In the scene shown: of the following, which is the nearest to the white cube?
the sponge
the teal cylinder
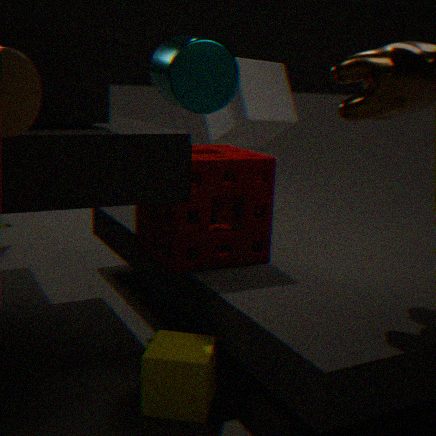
the teal cylinder
